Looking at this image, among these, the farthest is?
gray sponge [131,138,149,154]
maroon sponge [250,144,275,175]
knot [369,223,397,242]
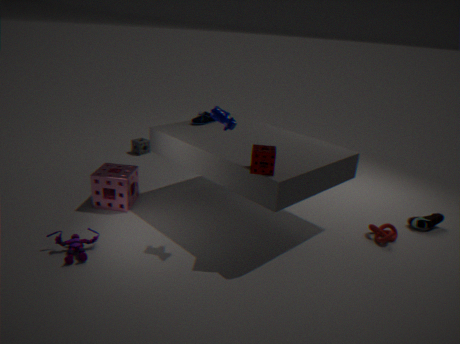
gray sponge [131,138,149,154]
